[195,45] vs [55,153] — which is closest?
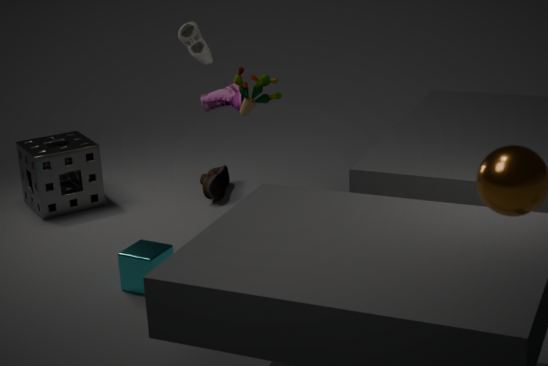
Answer: [195,45]
